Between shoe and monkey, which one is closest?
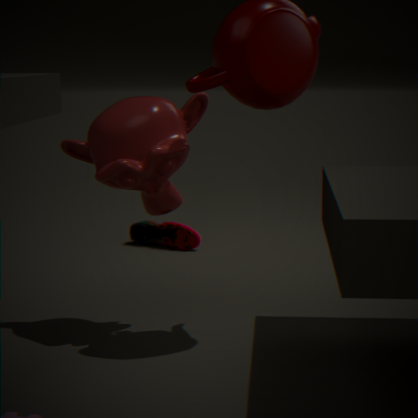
monkey
